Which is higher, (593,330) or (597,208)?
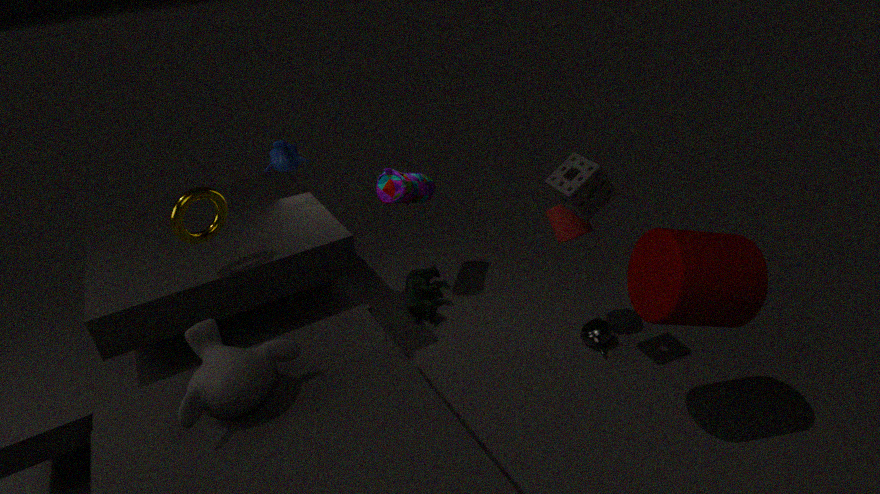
(597,208)
